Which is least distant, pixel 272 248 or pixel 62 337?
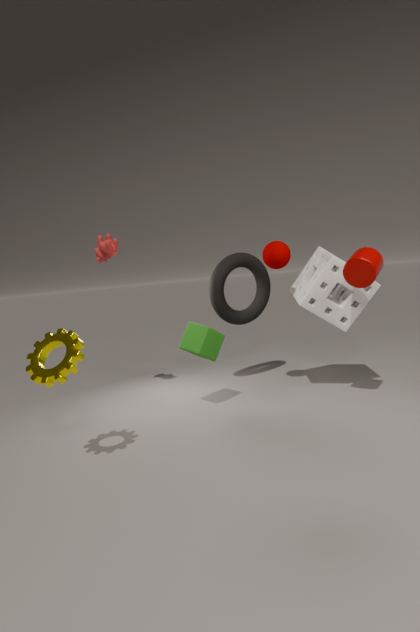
pixel 62 337
